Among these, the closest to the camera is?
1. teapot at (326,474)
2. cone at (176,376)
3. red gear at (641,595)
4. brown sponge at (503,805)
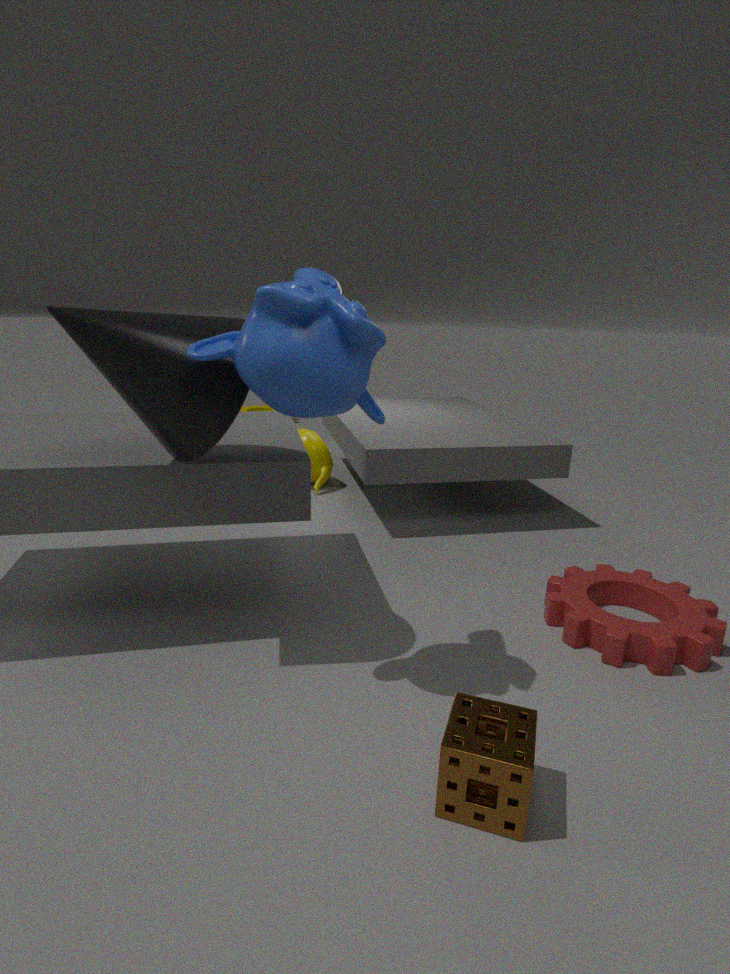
brown sponge at (503,805)
